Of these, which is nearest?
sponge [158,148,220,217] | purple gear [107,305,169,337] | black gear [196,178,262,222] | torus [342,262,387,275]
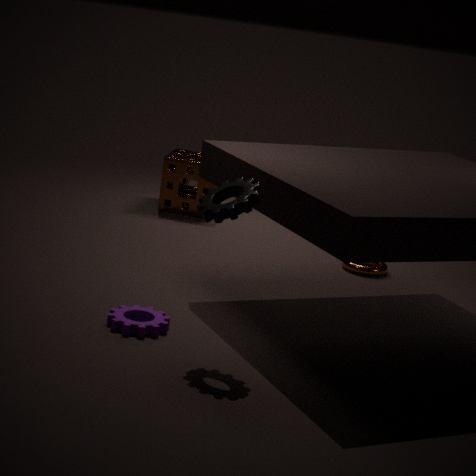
black gear [196,178,262,222]
